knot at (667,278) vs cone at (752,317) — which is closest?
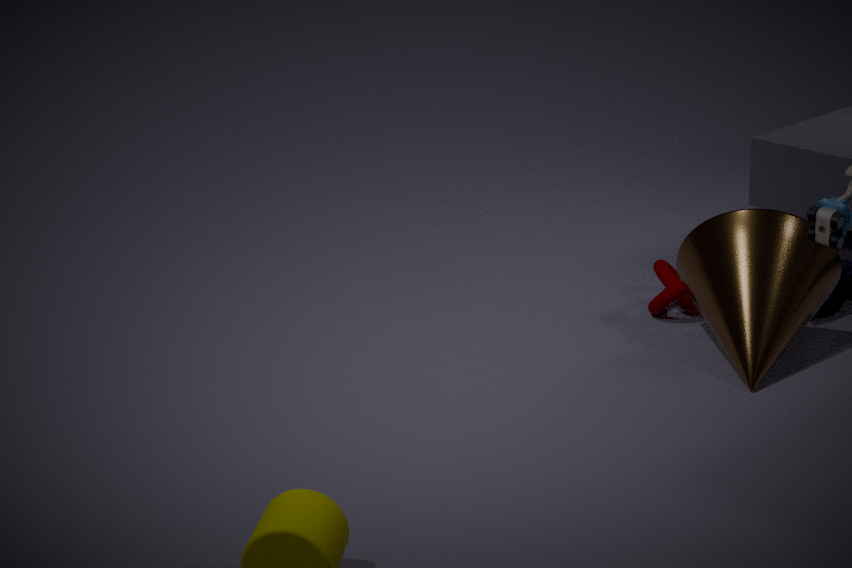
cone at (752,317)
